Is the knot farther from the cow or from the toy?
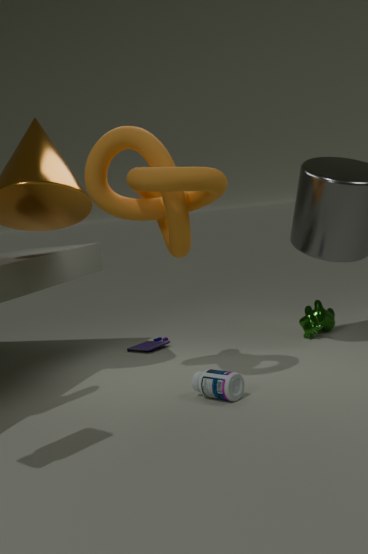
the cow
